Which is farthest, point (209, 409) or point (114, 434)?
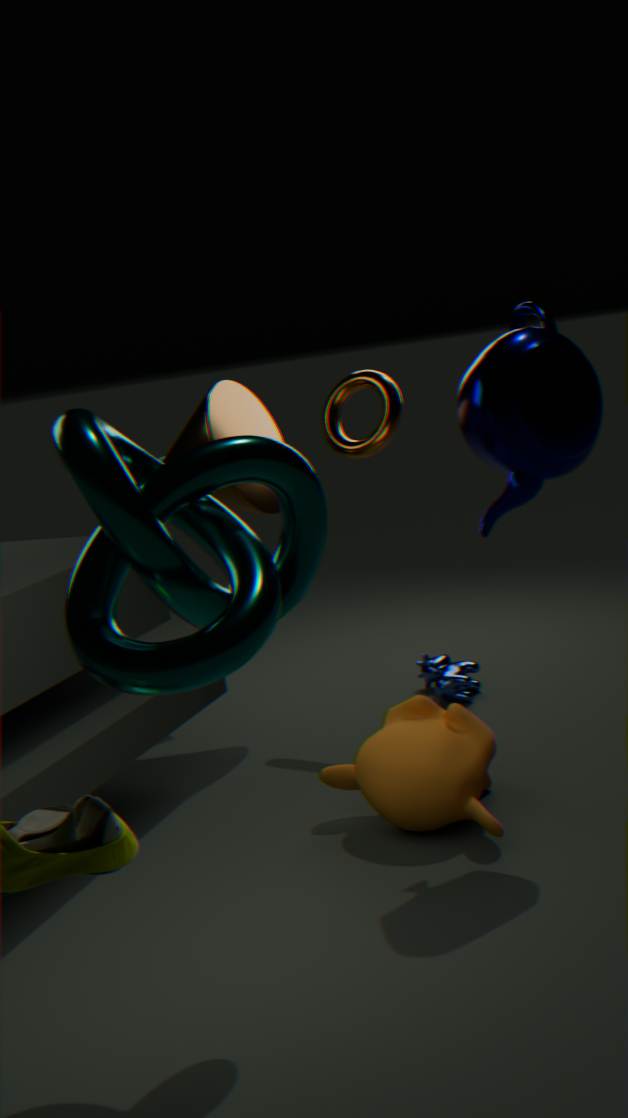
point (209, 409)
